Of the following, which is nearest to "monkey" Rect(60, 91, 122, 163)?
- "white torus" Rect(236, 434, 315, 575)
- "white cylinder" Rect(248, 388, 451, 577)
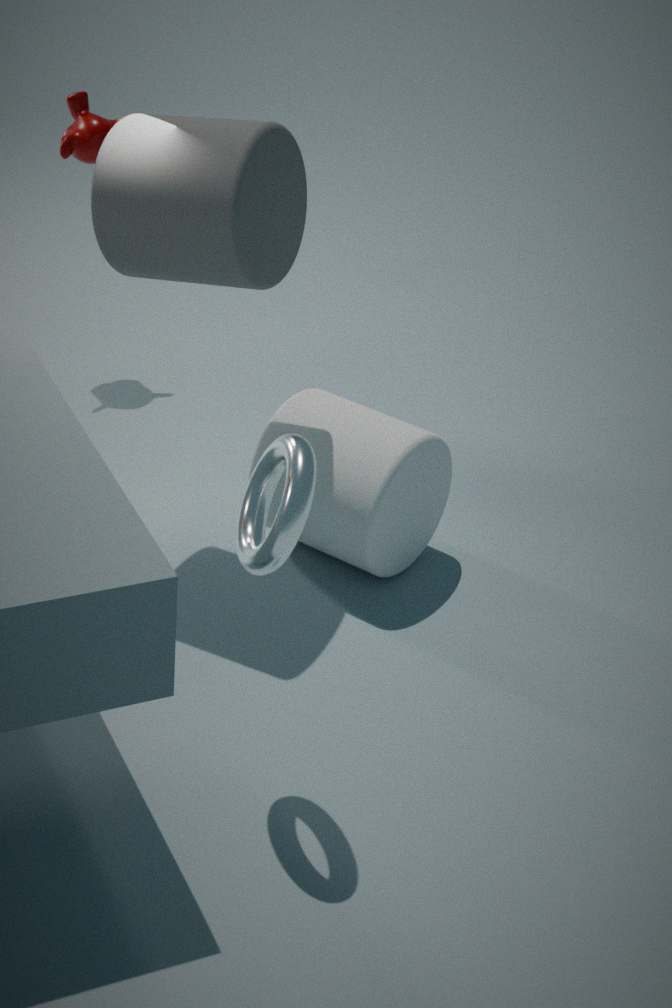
"white cylinder" Rect(248, 388, 451, 577)
